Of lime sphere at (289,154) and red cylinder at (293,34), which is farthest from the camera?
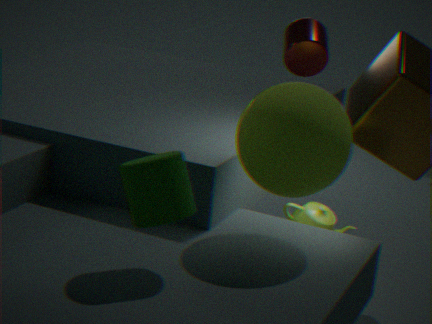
red cylinder at (293,34)
